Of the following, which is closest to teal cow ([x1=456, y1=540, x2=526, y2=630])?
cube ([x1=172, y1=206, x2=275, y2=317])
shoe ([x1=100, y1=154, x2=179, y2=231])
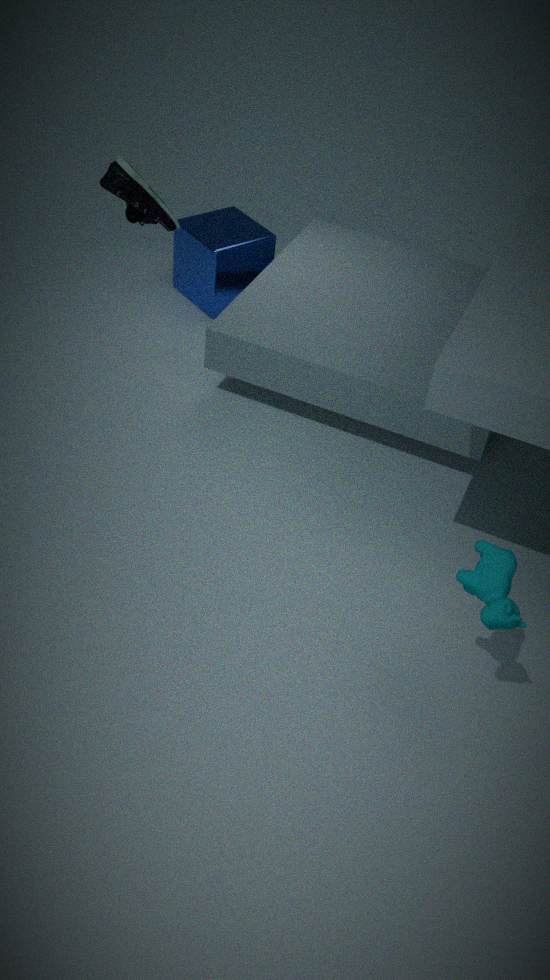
shoe ([x1=100, y1=154, x2=179, y2=231])
